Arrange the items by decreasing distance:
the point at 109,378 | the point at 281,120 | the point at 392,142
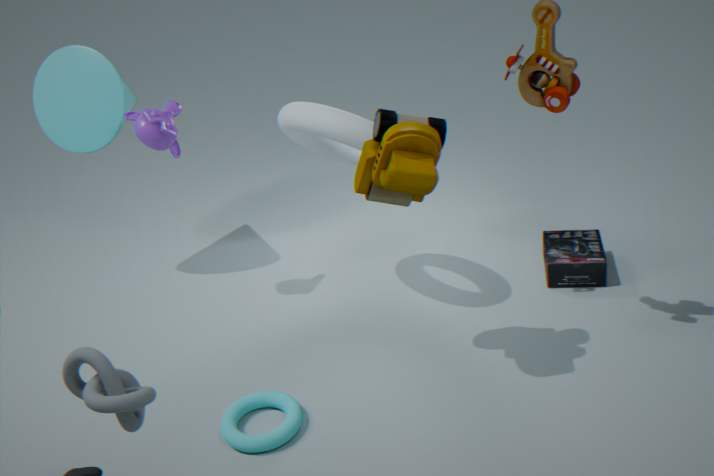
the point at 281,120
the point at 392,142
the point at 109,378
